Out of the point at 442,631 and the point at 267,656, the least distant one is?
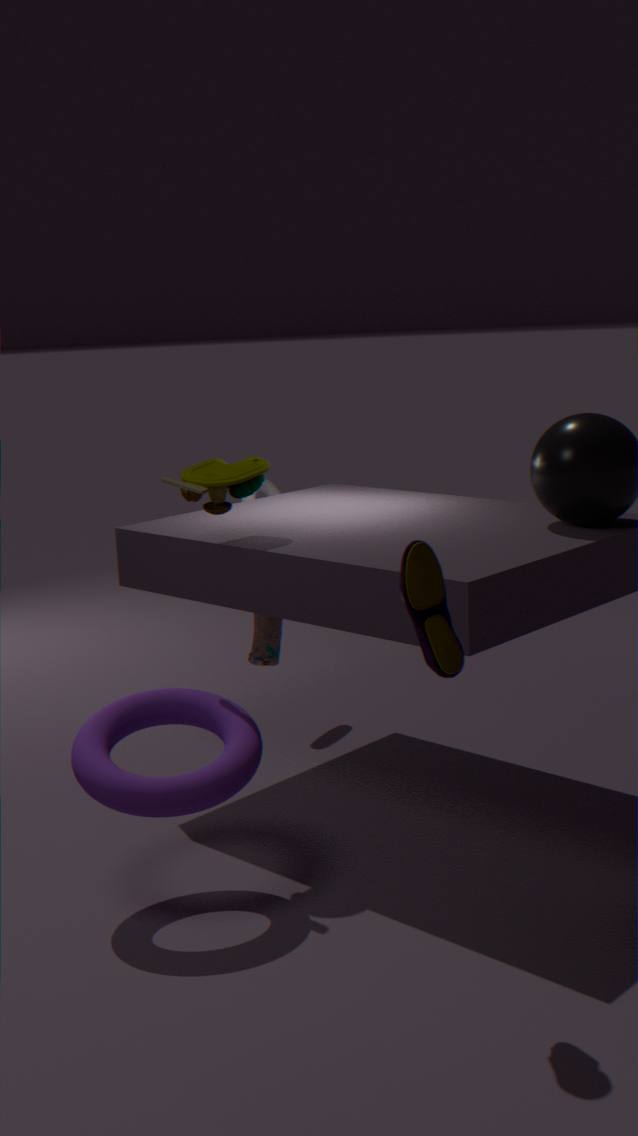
the point at 442,631
